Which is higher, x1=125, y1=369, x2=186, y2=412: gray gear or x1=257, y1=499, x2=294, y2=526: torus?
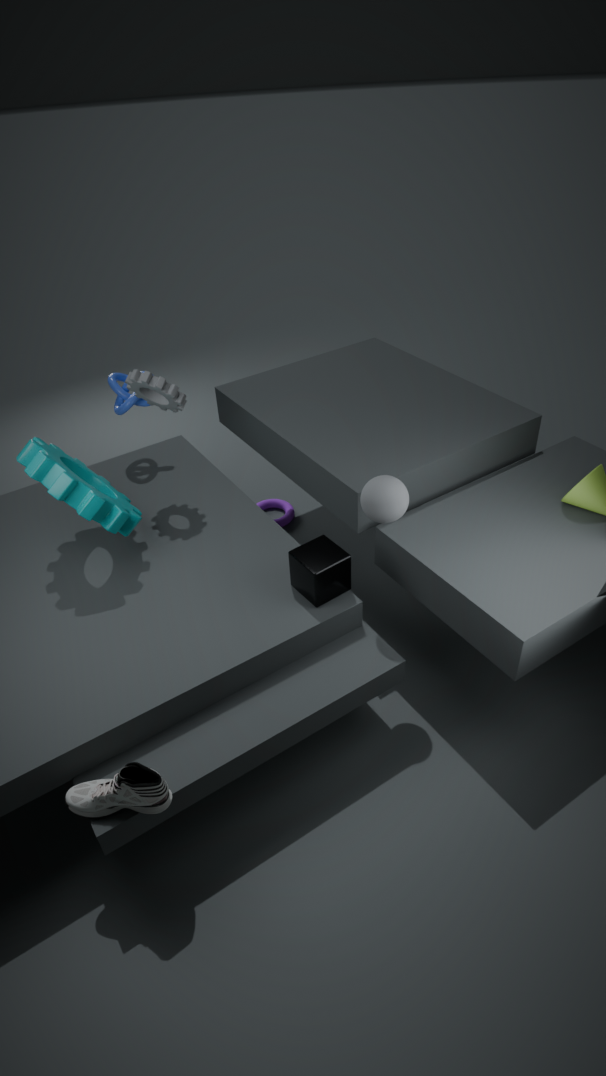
x1=125, y1=369, x2=186, y2=412: gray gear
